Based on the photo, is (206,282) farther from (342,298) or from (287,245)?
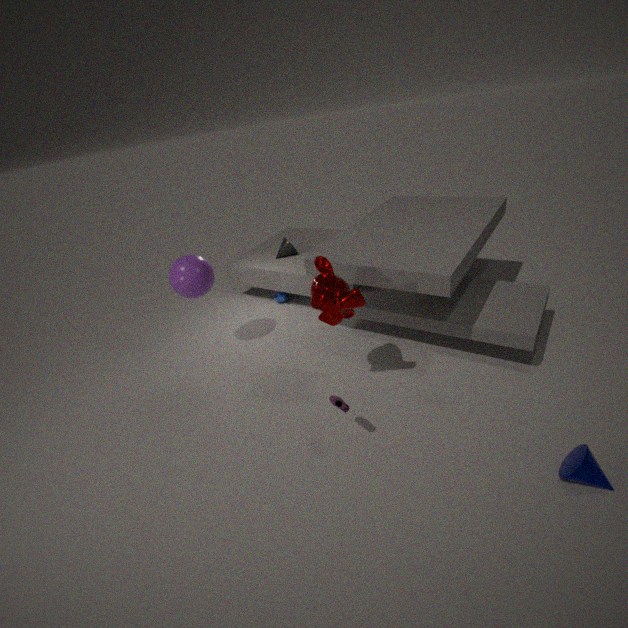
(342,298)
